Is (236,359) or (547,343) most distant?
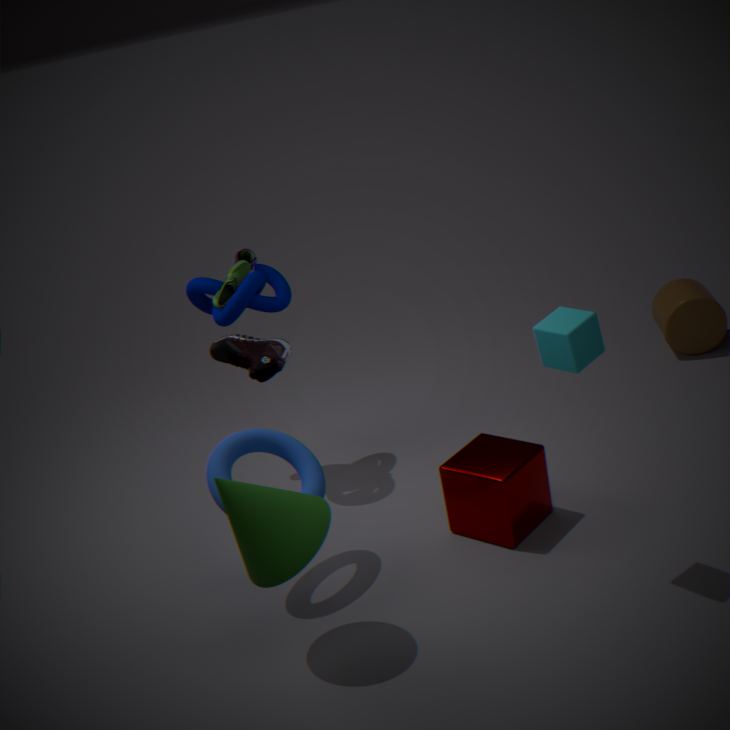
(236,359)
